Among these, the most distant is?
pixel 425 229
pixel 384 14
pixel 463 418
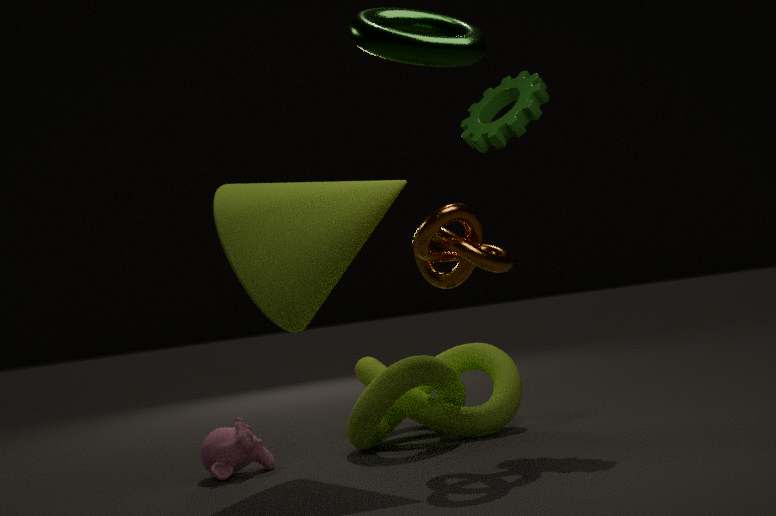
pixel 463 418
